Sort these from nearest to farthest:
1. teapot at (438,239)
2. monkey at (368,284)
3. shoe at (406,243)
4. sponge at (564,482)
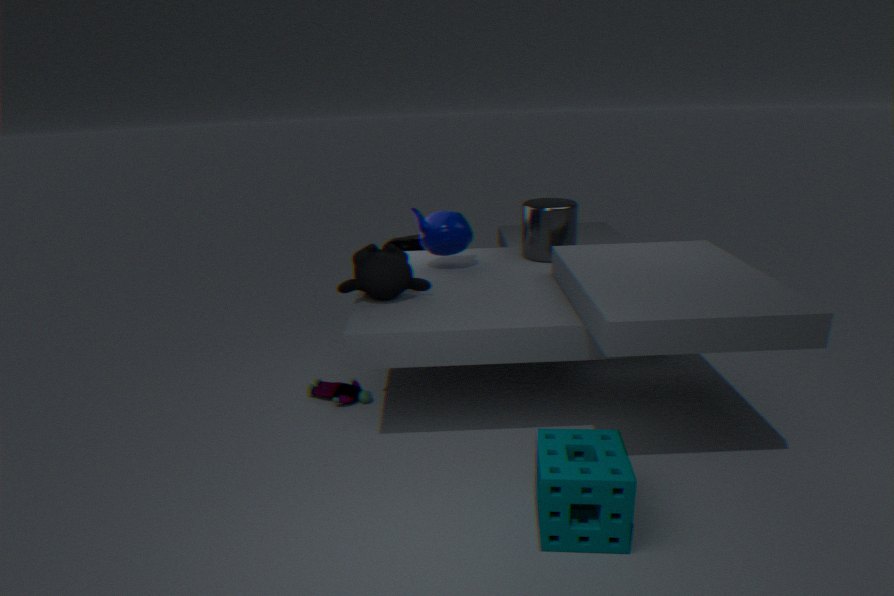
sponge at (564,482), monkey at (368,284), teapot at (438,239), shoe at (406,243)
